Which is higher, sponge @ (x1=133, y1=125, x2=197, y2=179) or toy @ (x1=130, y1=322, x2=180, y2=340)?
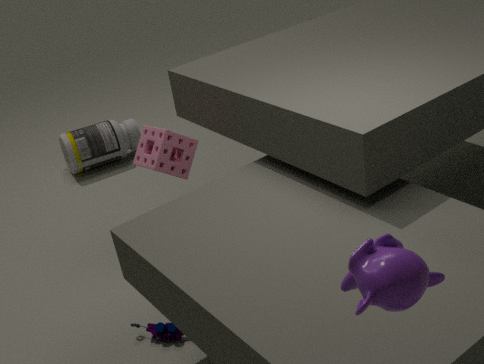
sponge @ (x1=133, y1=125, x2=197, y2=179)
